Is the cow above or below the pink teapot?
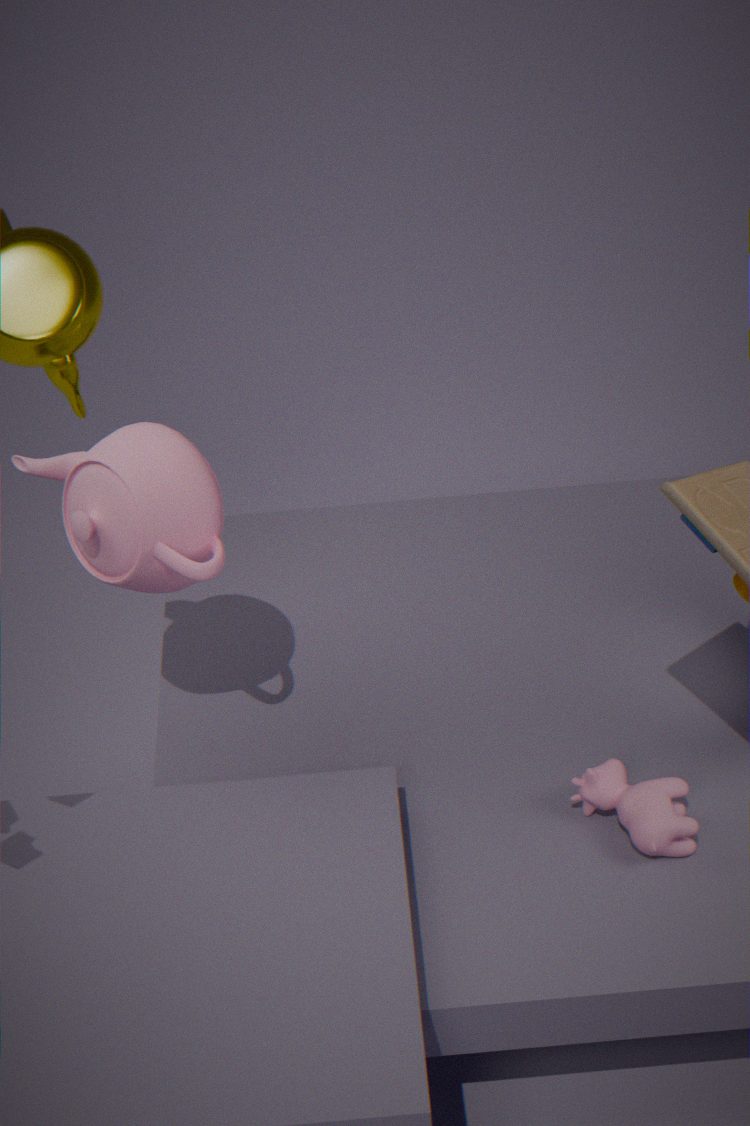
below
